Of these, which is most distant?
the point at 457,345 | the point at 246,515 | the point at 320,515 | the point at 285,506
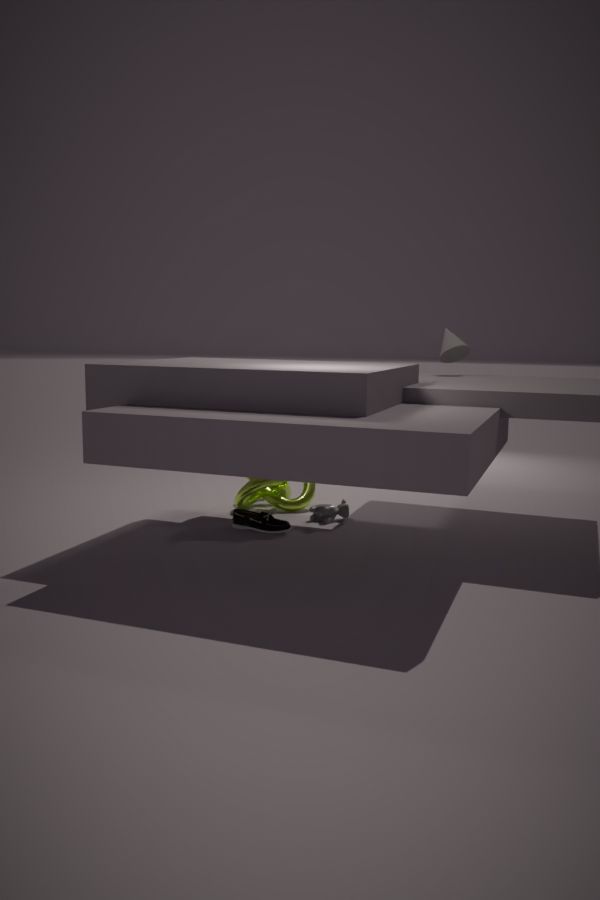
the point at 457,345
